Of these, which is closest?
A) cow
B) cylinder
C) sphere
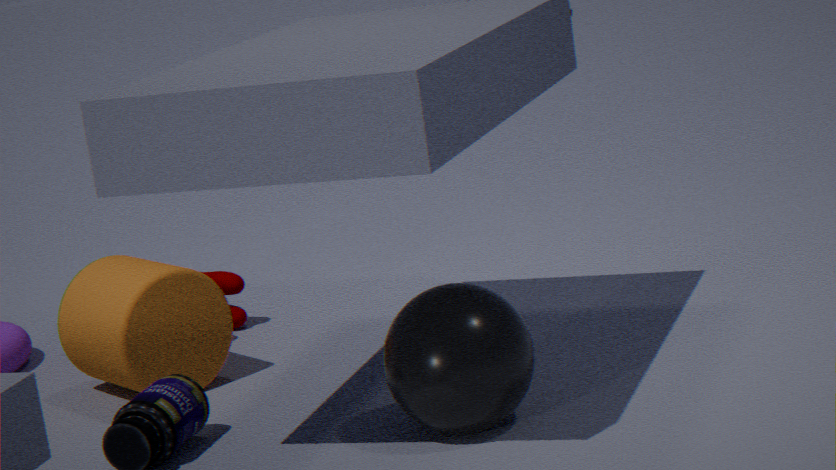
sphere
